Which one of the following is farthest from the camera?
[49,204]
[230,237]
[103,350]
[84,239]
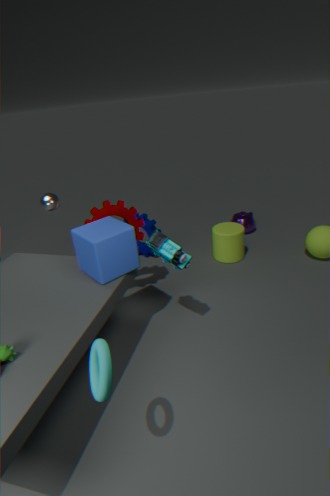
[230,237]
